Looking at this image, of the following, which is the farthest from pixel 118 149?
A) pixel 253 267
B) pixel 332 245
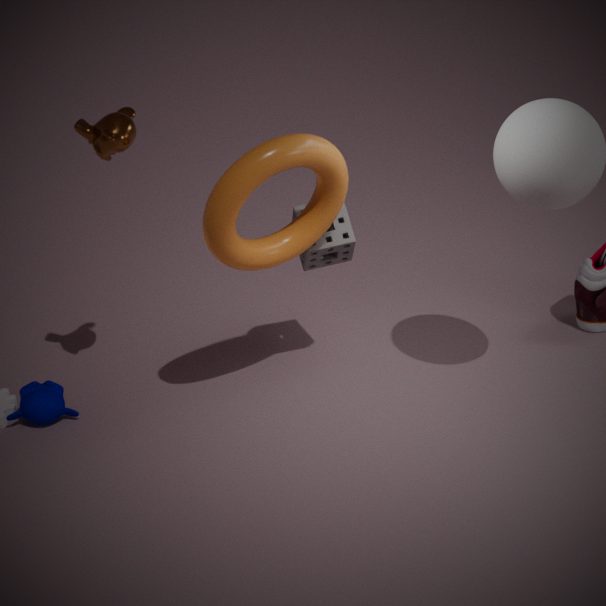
pixel 332 245
